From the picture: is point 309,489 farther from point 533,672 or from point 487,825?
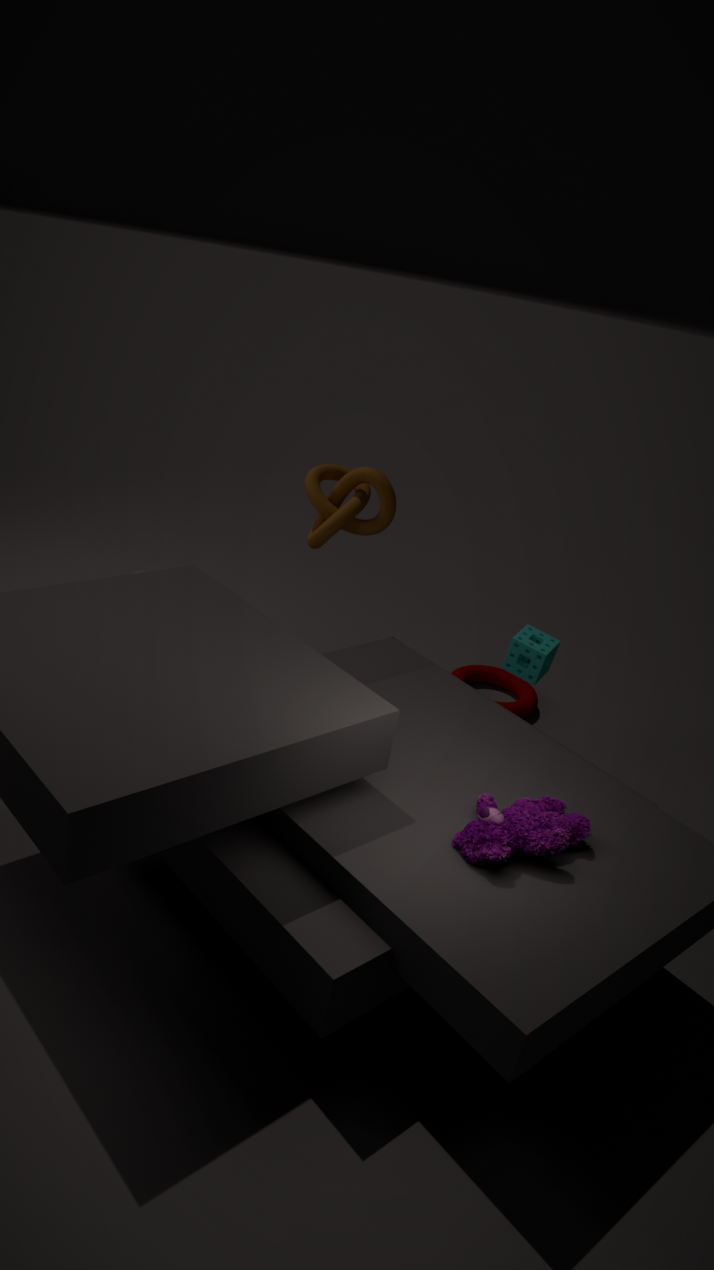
point 487,825
